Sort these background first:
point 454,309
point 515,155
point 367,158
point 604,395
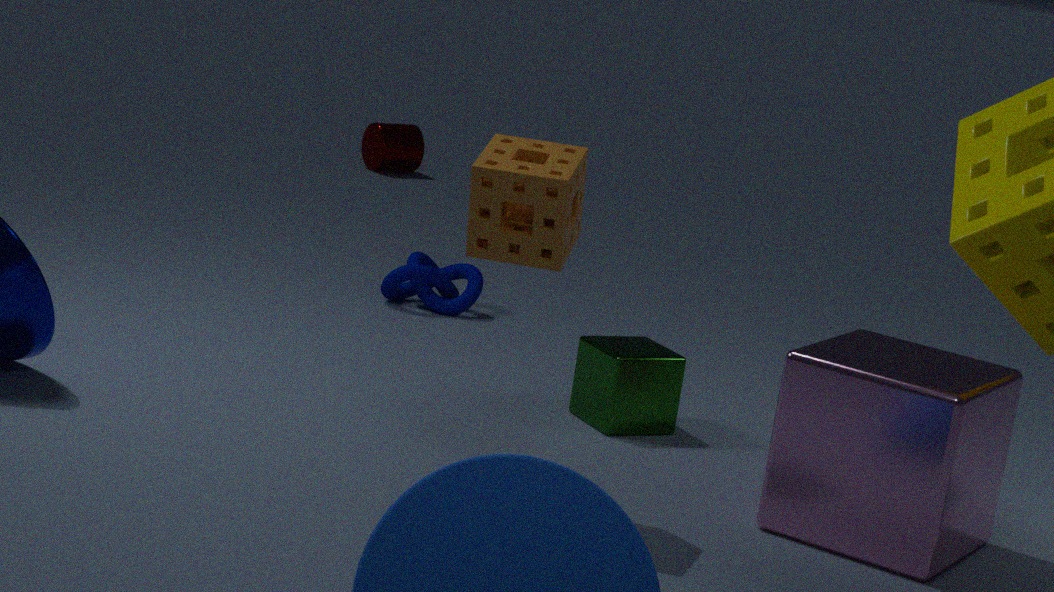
point 367,158 < point 454,309 < point 604,395 < point 515,155
